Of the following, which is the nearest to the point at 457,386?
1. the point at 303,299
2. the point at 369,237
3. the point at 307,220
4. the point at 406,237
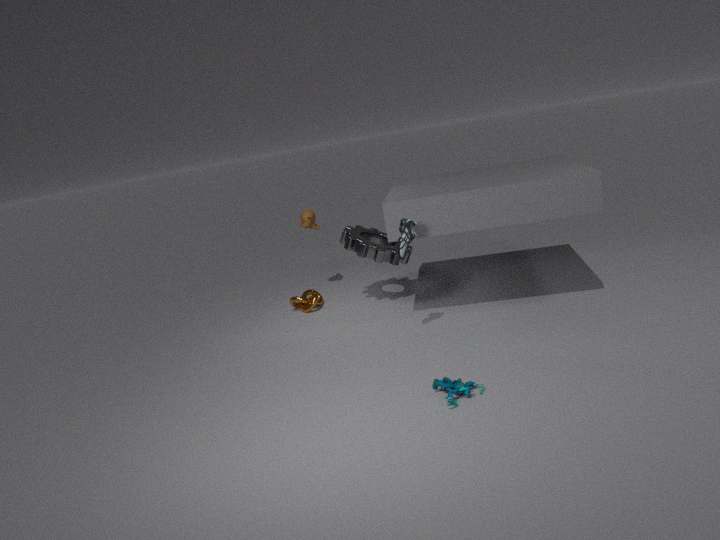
the point at 406,237
